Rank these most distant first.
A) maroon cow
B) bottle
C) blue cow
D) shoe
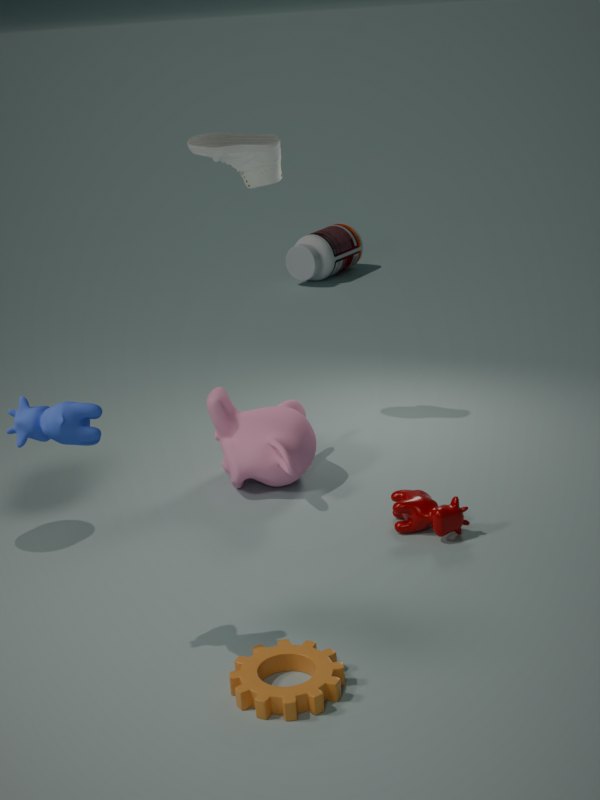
bottle, shoe, maroon cow, blue cow
